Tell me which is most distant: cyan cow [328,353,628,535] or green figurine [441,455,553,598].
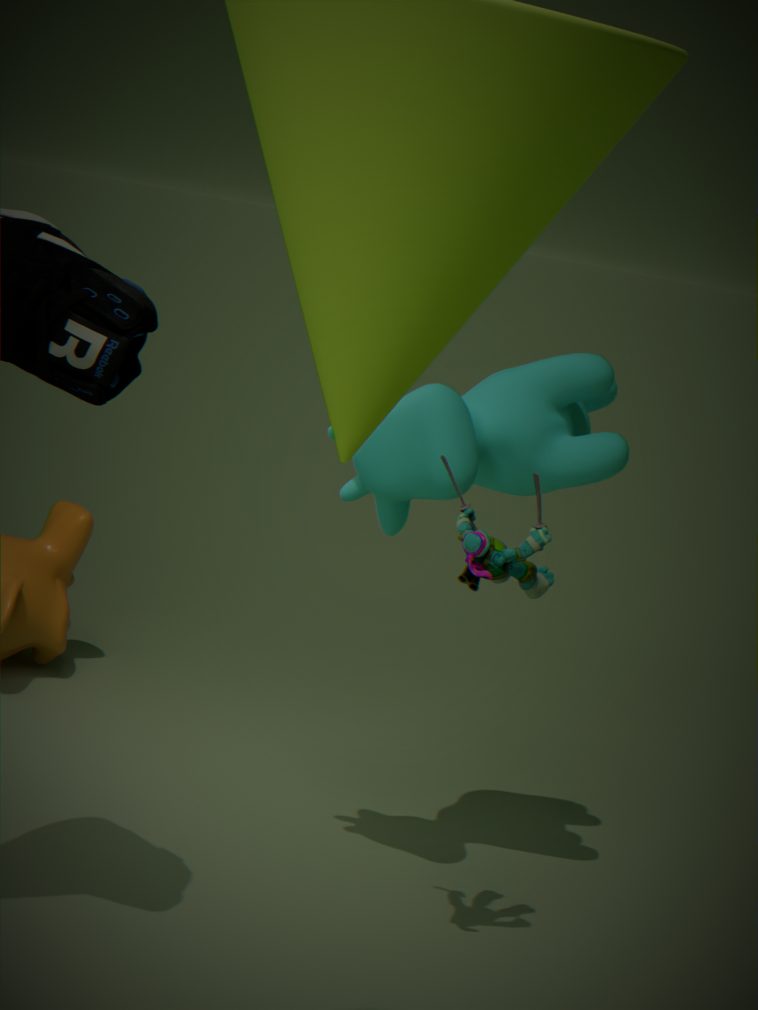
cyan cow [328,353,628,535]
